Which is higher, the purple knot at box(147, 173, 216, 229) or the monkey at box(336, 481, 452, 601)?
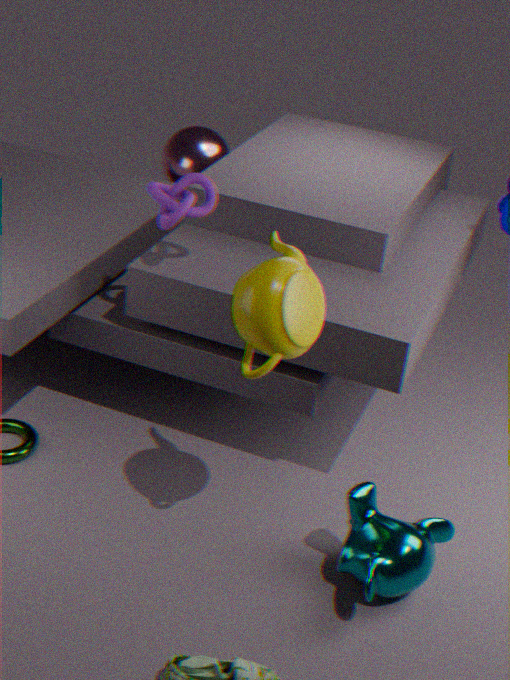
the purple knot at box(147, 173, 216, 229)
